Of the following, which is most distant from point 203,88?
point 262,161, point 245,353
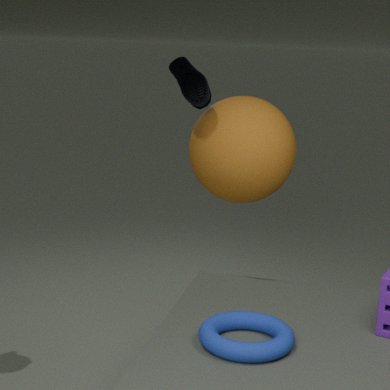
point 245,353
